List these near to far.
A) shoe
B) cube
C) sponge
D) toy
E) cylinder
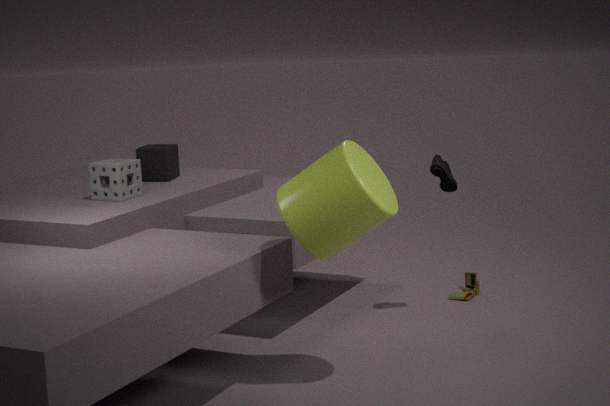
cylinder, sponge, shoe, cube, toy
